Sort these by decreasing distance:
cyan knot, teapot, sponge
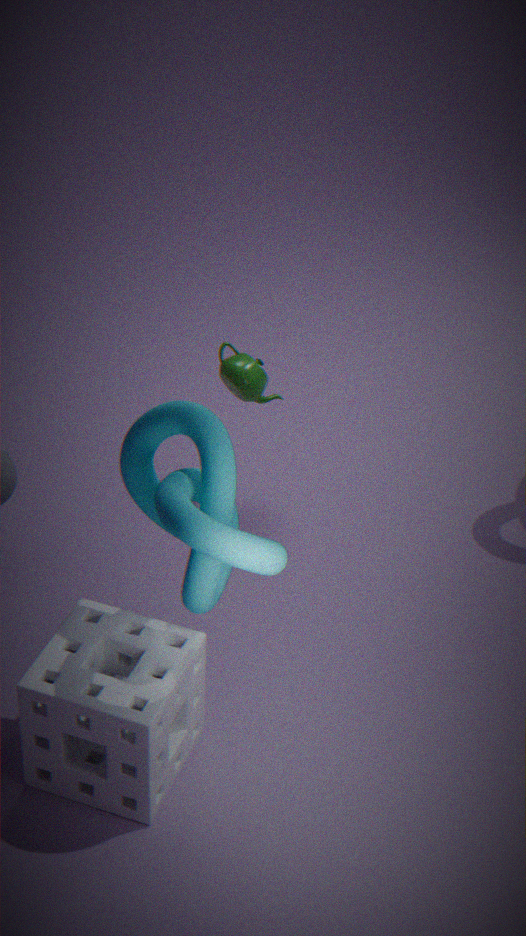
teapot
sponge
cyan knot
